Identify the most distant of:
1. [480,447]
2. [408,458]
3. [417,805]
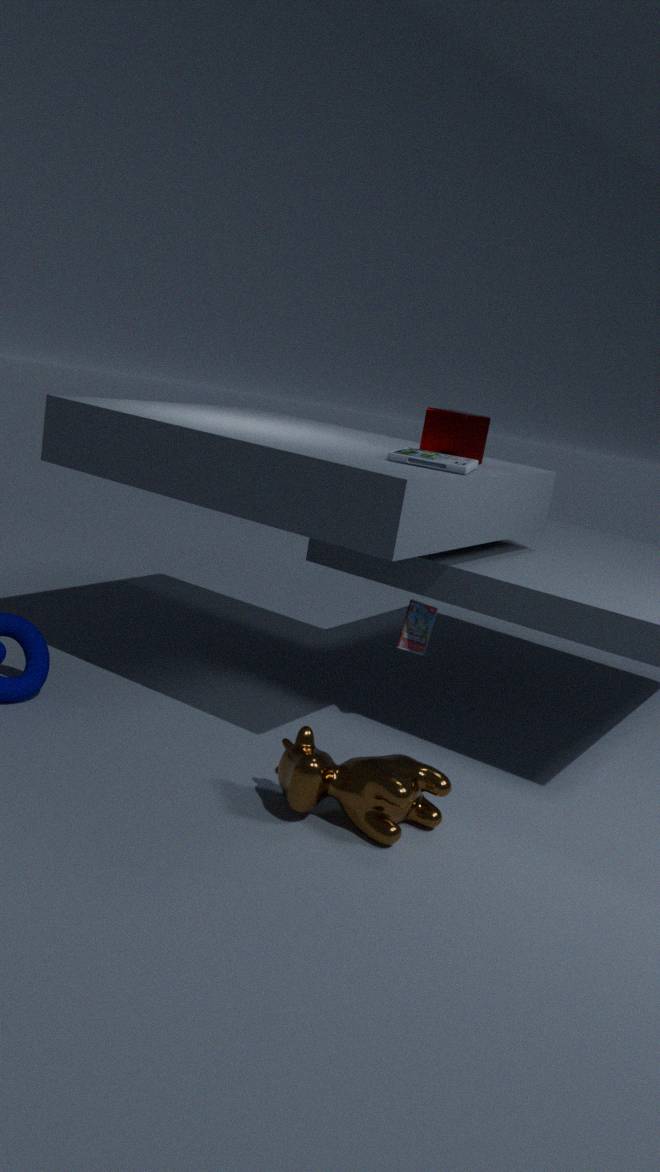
[480,447]
